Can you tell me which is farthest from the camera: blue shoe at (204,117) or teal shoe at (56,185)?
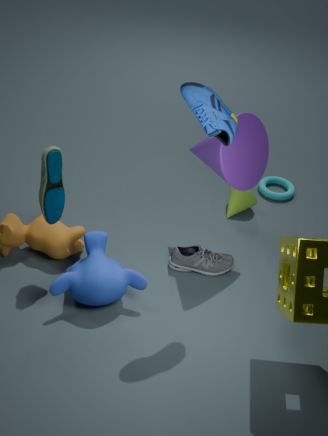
teal shoe at (56,185)
